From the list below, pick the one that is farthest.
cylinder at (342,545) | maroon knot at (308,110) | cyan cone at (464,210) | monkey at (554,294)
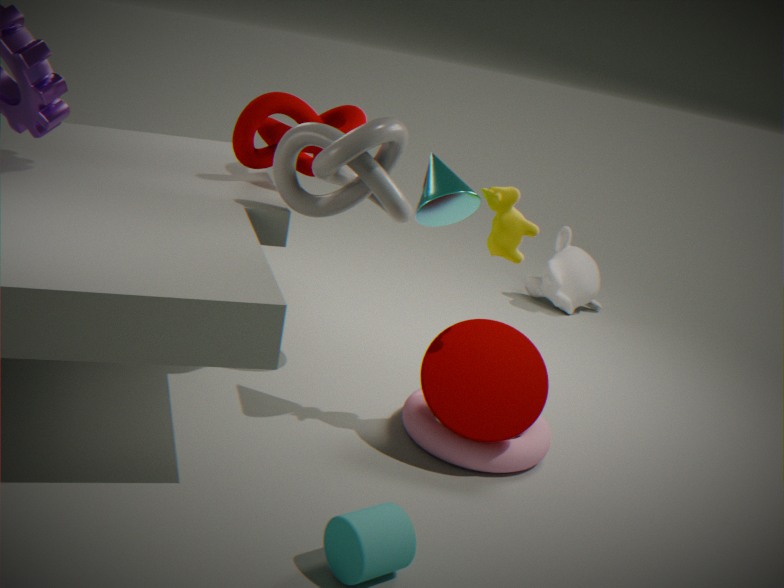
monkey at (554,294)
